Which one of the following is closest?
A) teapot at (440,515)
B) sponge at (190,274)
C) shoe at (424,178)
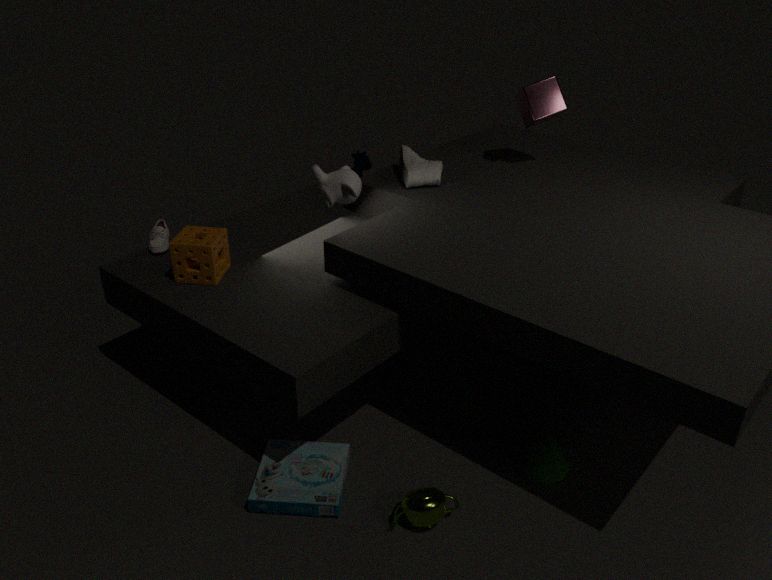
teapot at (440,515)
